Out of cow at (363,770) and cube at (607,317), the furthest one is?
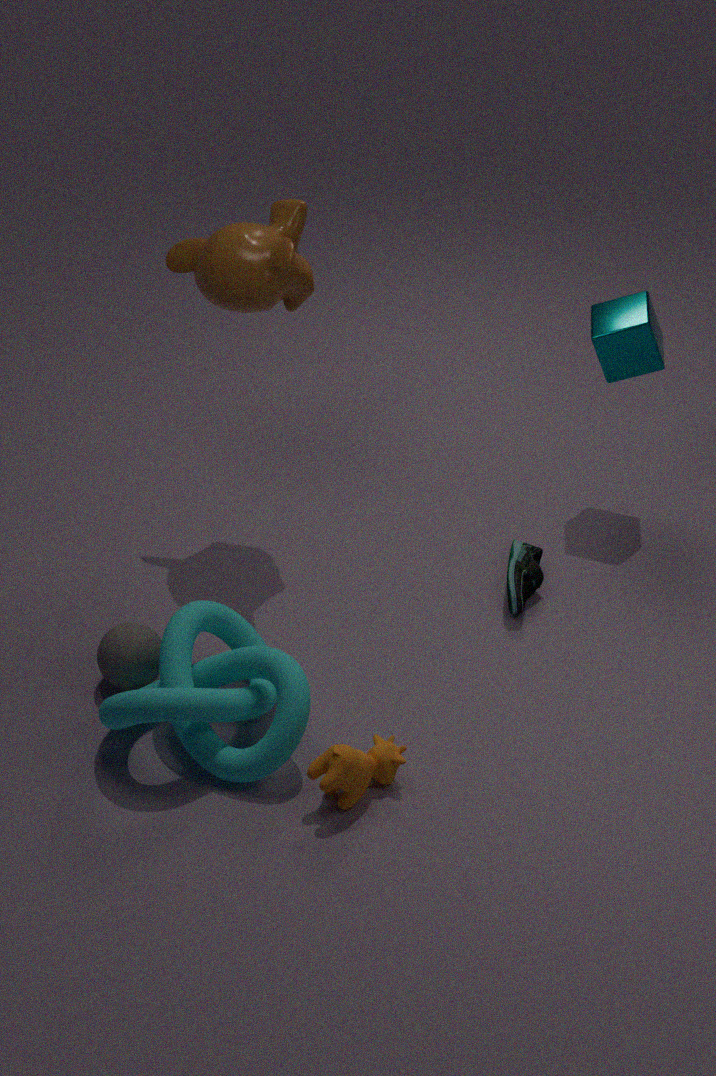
cube at (607,317)
